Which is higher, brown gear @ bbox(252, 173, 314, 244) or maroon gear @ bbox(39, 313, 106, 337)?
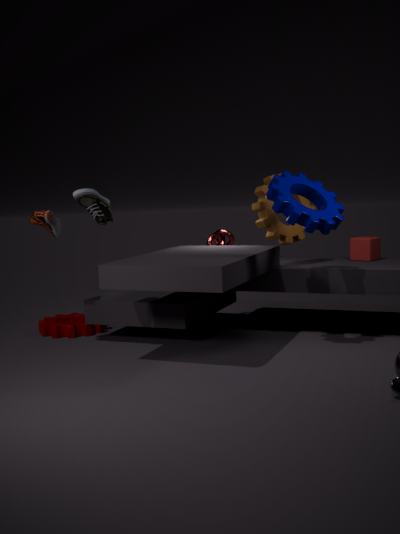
brown gear @ bbox(252, 173, 314, 244)
